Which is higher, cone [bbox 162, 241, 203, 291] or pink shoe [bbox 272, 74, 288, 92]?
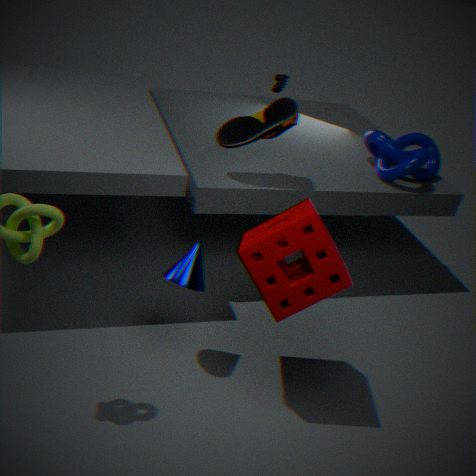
pink shoe [bbox 272, 74, 288, 92]
